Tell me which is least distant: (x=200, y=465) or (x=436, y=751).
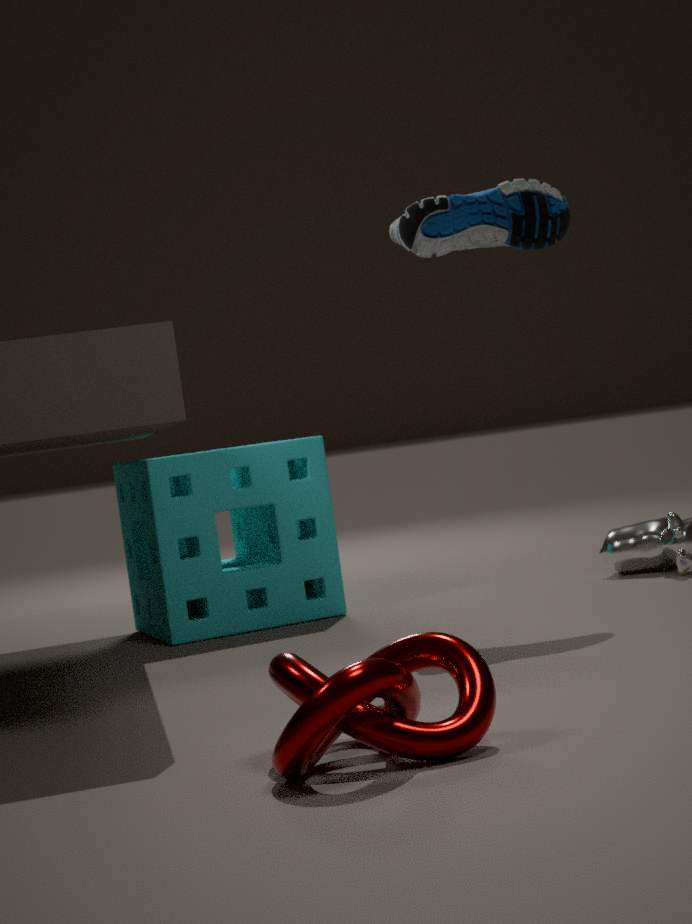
(x=436, y=751)
